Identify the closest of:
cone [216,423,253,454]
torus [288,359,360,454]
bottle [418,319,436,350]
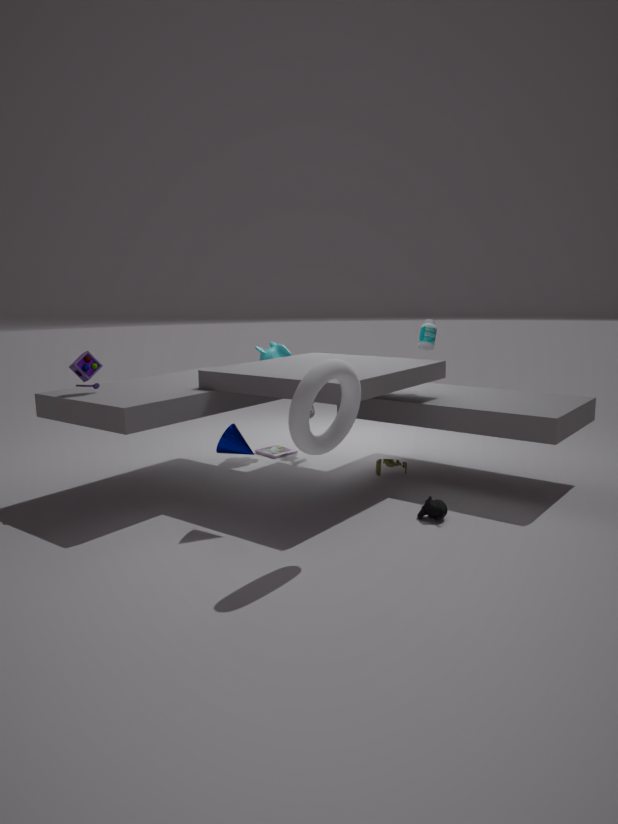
torus [288,359,360,454]
